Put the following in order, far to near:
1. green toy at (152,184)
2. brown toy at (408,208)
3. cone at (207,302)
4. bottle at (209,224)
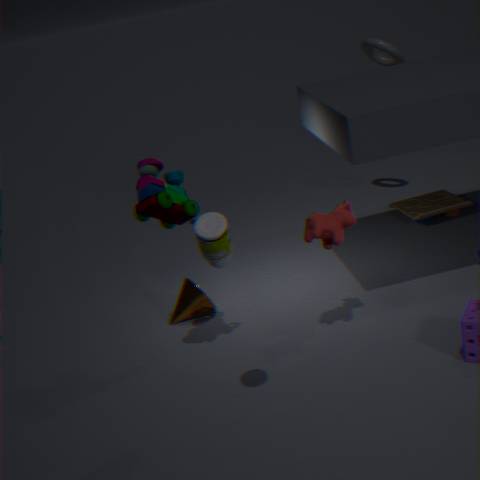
brown toy at (408,208), cone at (207,302), green toy at (152,184), bottle at (209,224)
